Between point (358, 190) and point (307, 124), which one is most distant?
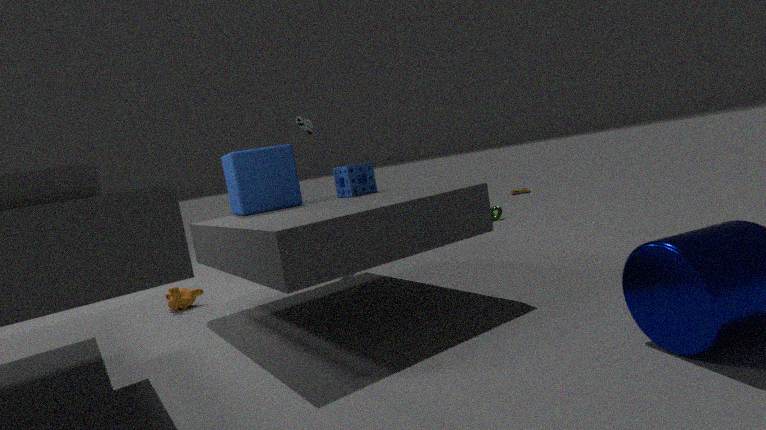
point (307, 124)
